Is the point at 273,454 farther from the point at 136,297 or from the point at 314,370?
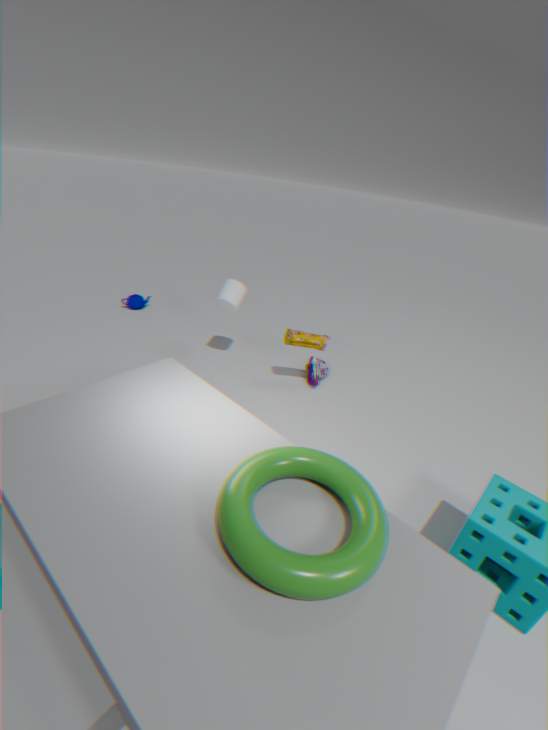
the point at 136,297
